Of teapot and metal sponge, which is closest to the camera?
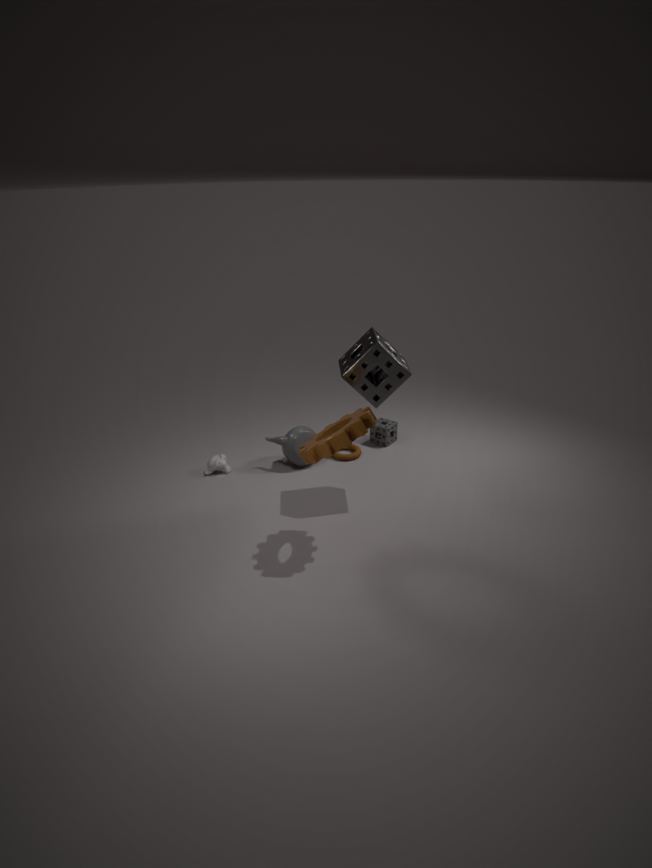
metal sponge
